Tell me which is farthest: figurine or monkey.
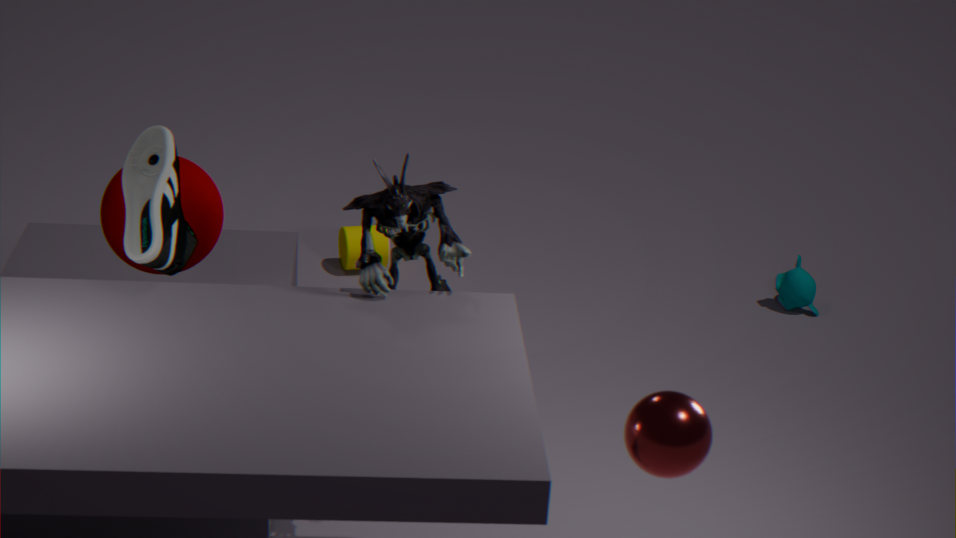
monkey
